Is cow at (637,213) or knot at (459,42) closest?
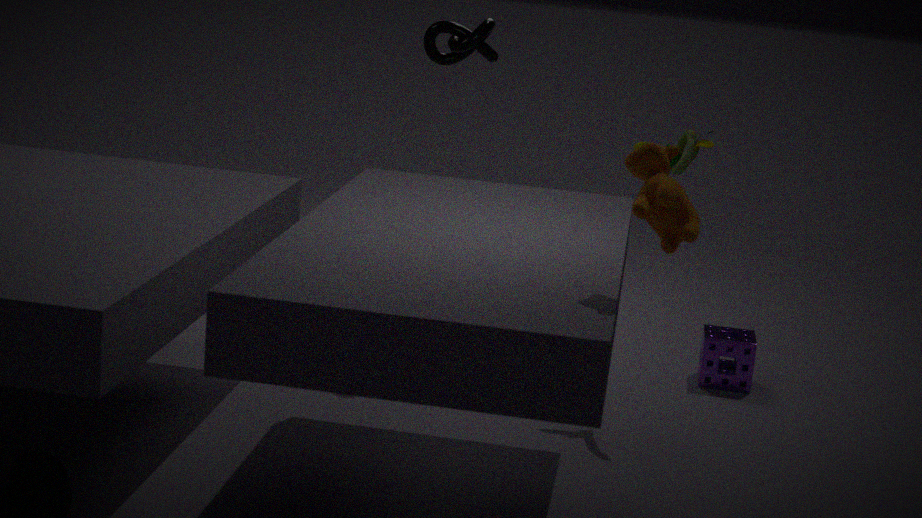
cow at (637,213)
